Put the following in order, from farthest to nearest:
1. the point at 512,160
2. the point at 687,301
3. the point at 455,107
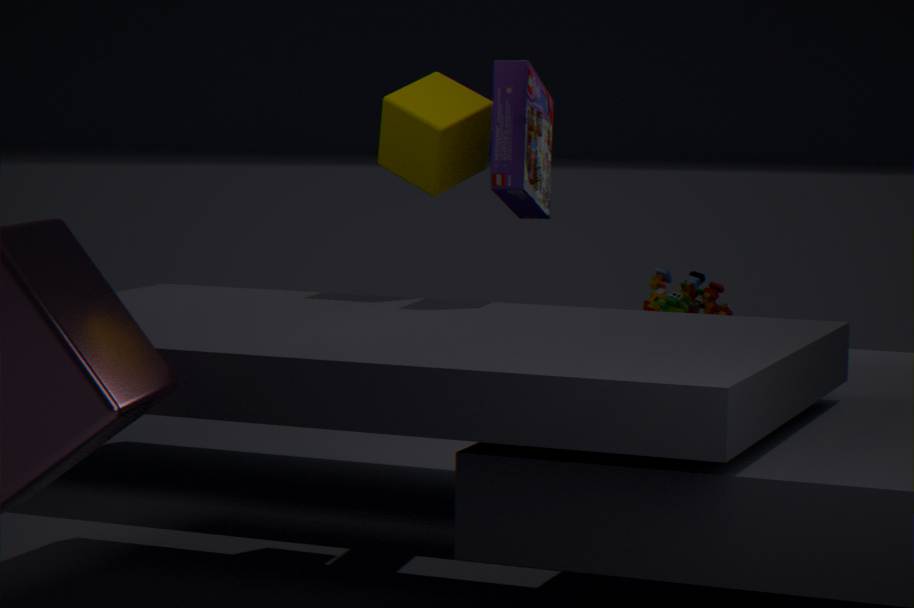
the point at 687,301, the point at 455,107, the point at 512,160
